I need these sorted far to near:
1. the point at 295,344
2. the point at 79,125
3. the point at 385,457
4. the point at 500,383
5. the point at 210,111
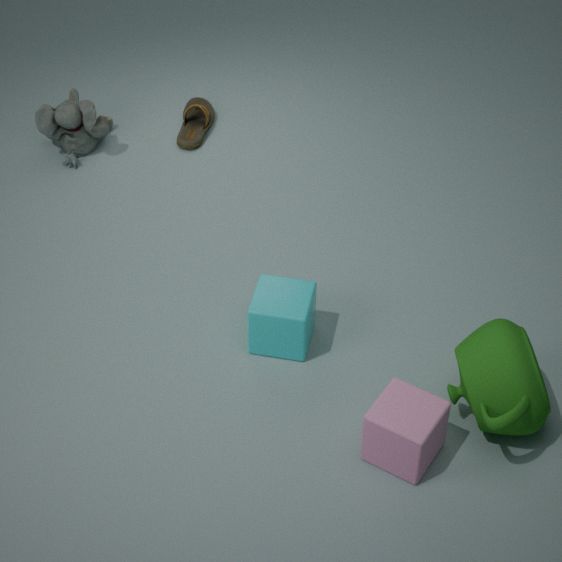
the point at 210,111, the point at 79,125, the point at 295,344, the point at 385,457, the point at 500,383
